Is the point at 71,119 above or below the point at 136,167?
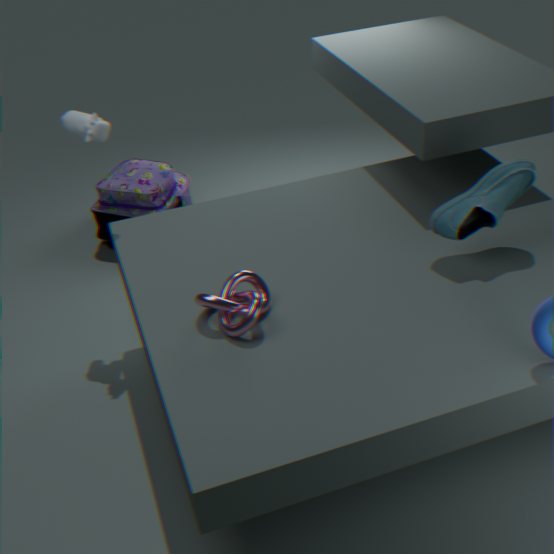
above
